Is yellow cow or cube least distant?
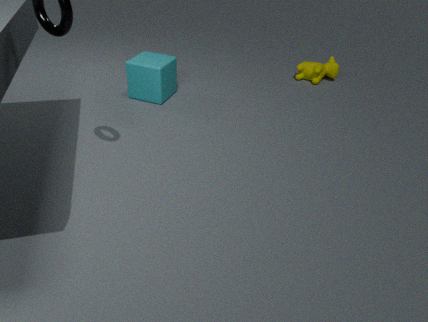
cube
